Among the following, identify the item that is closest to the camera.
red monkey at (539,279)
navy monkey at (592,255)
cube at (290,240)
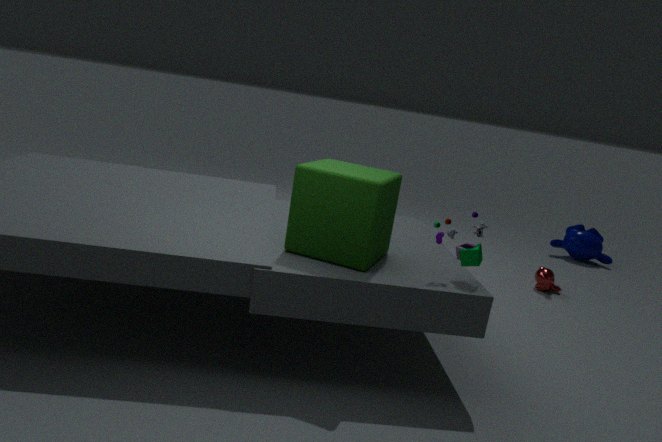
cube at (290,240)
